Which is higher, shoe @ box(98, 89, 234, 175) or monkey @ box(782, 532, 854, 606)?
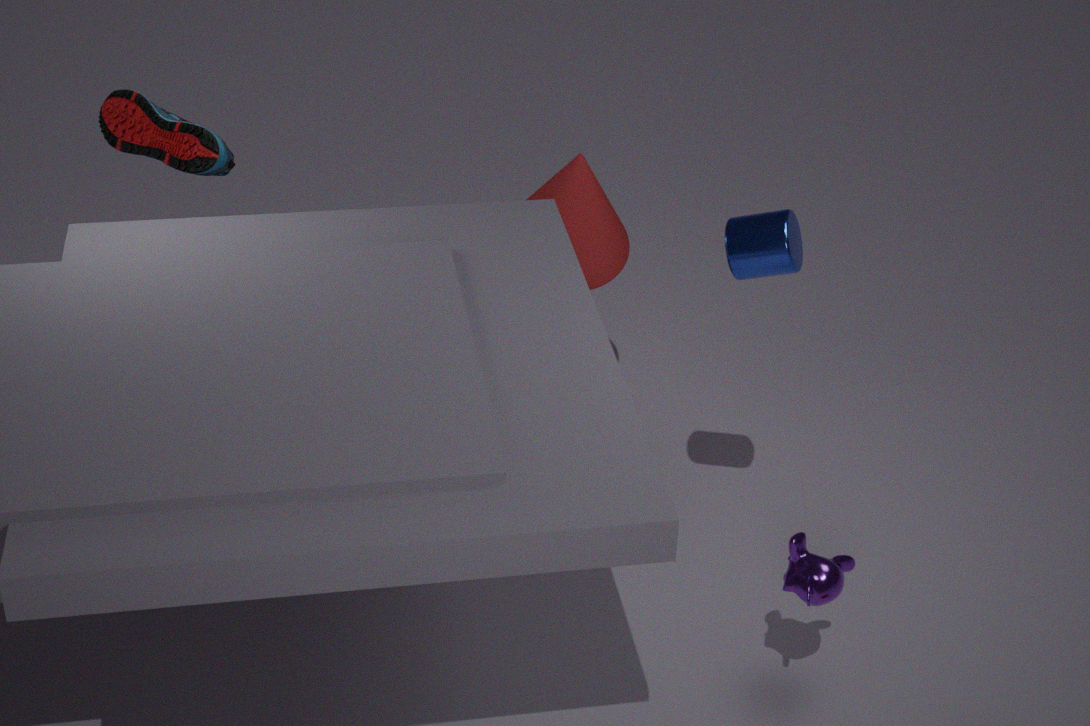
shoe @ box(98, 89, 234, 175)
